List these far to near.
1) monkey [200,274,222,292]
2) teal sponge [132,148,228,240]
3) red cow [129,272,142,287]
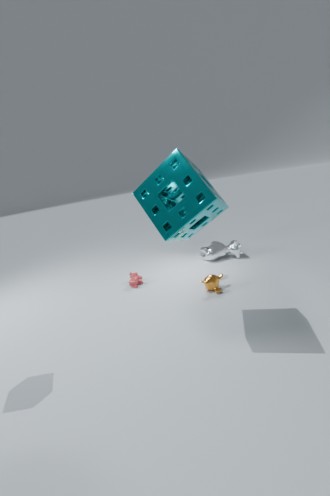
3. red cow [129,272,142,287], 1. monkey [200,274,222,292], 2. teal sponge [132,148,228,240]
